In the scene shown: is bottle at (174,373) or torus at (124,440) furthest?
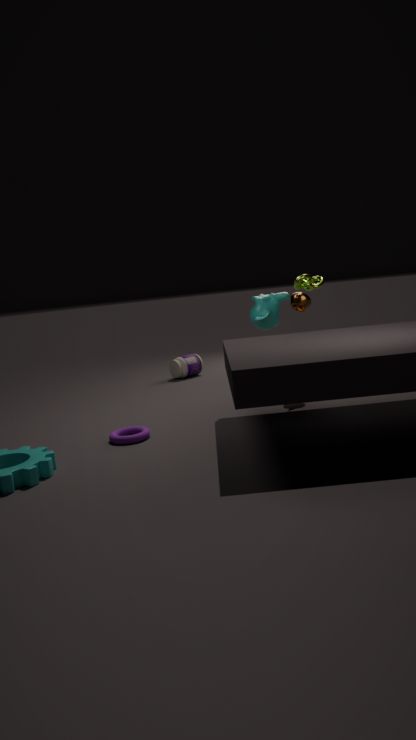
bottle at (174,373)
